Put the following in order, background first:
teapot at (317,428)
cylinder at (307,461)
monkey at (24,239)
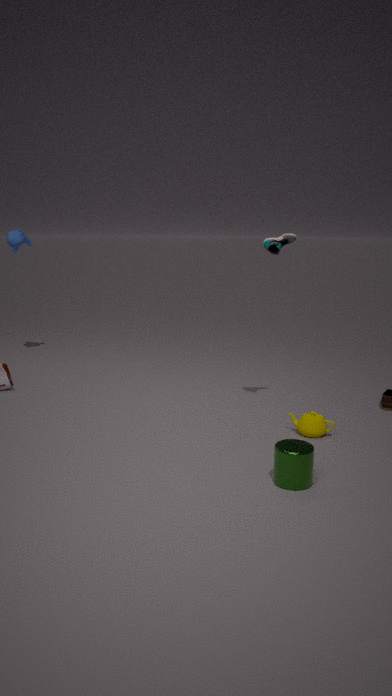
monkey at (24,239) < teapot at (317,428) < cylinder at (307,461)
